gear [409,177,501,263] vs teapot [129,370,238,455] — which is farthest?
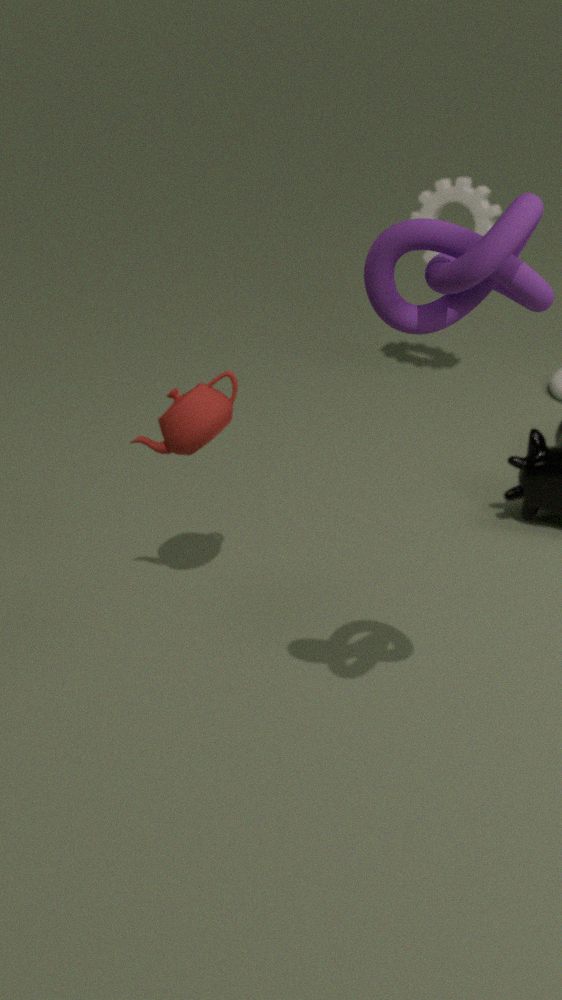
gear [409,177,501,263]
